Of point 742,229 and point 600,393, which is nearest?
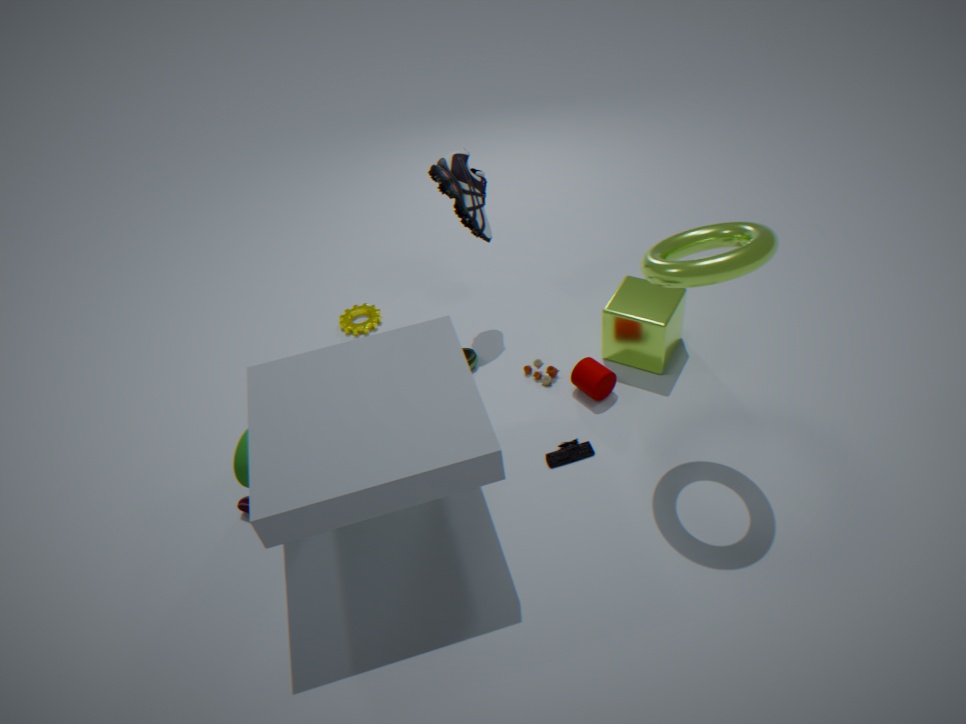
point 742,229
